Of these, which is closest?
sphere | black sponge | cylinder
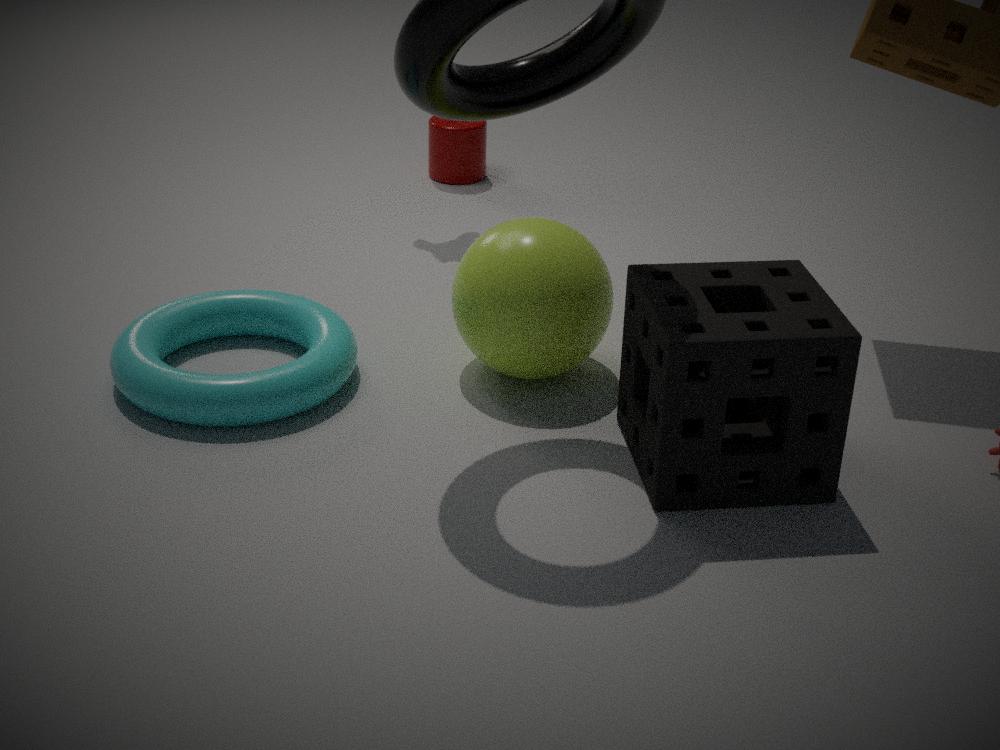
black sponge
